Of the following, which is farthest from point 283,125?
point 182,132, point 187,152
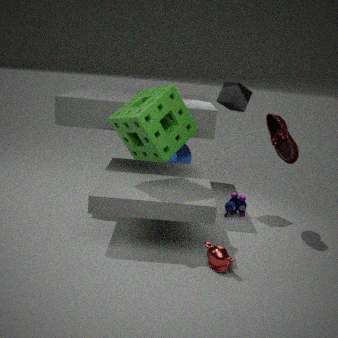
point 187,152
